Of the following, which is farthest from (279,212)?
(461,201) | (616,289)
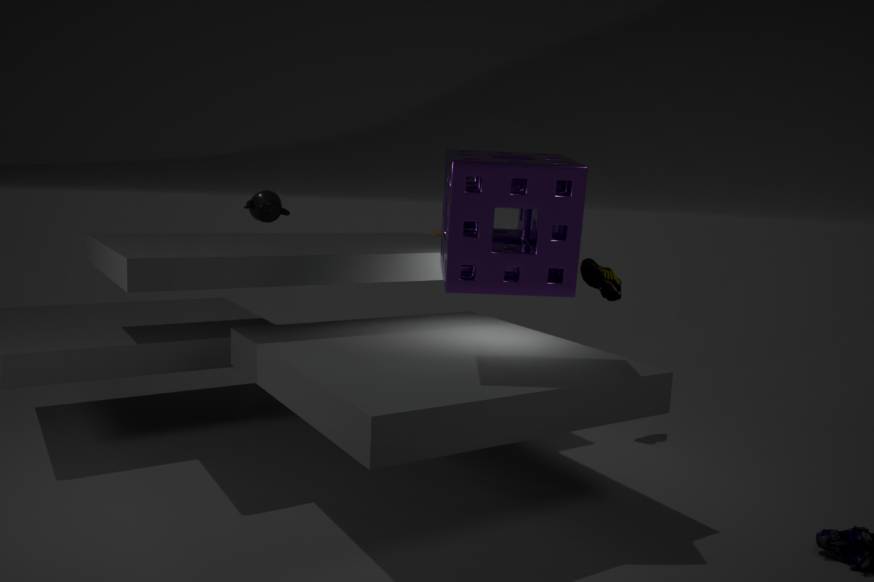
(461,201)
